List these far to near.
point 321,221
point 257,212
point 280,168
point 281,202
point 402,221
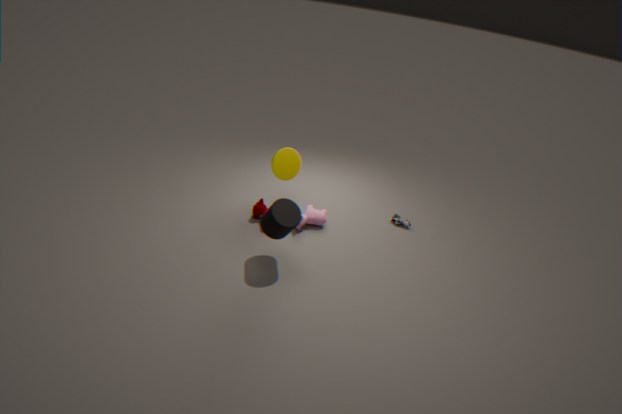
point 402,221 → point 321,221 → point 257,212 → point 280,168 → point 281,202
